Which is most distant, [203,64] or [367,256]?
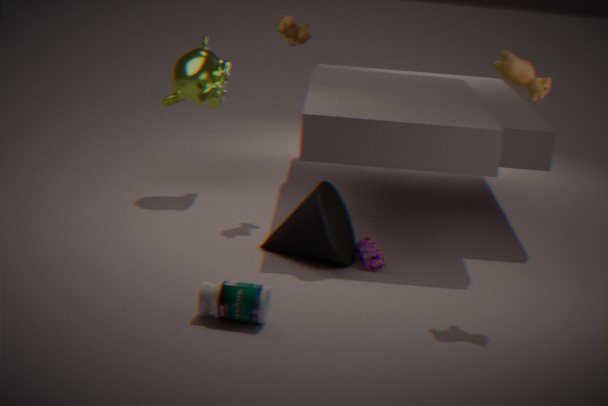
[203,64]
